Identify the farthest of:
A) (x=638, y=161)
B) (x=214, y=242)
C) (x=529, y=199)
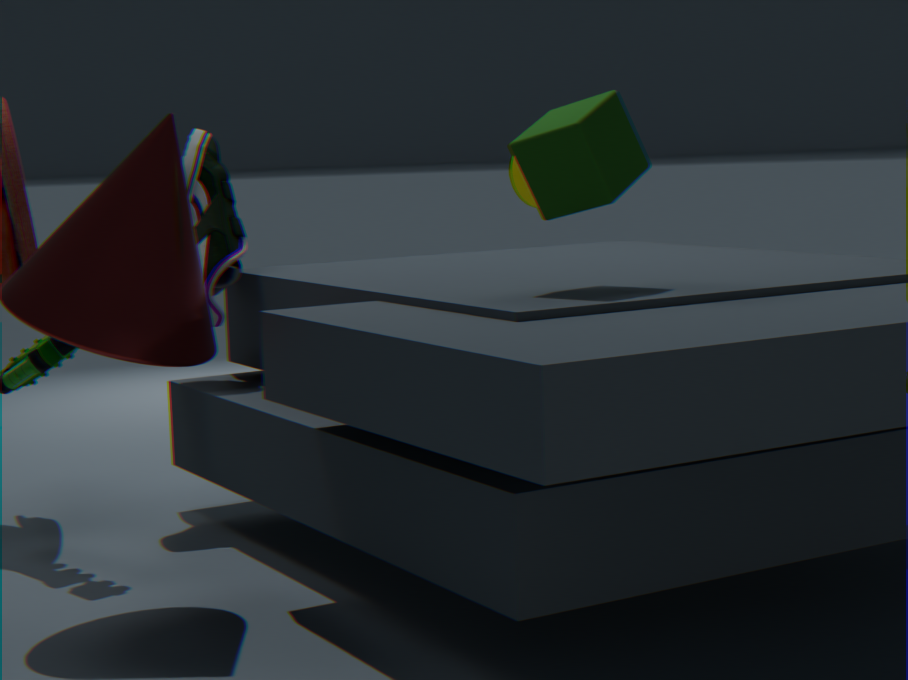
(x=529, y=199)
